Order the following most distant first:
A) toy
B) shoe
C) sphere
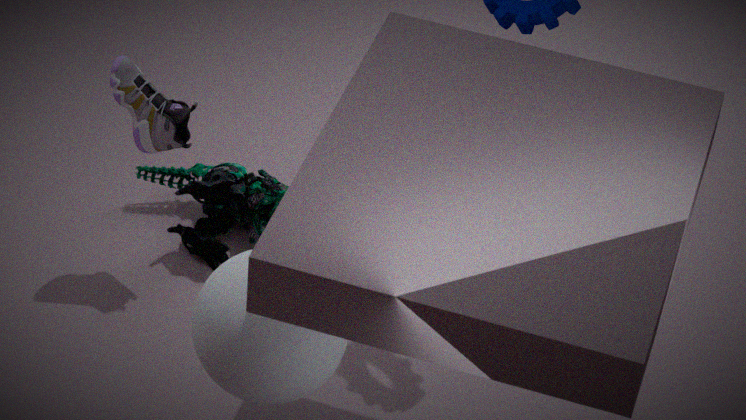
toy
shoe
sphere
